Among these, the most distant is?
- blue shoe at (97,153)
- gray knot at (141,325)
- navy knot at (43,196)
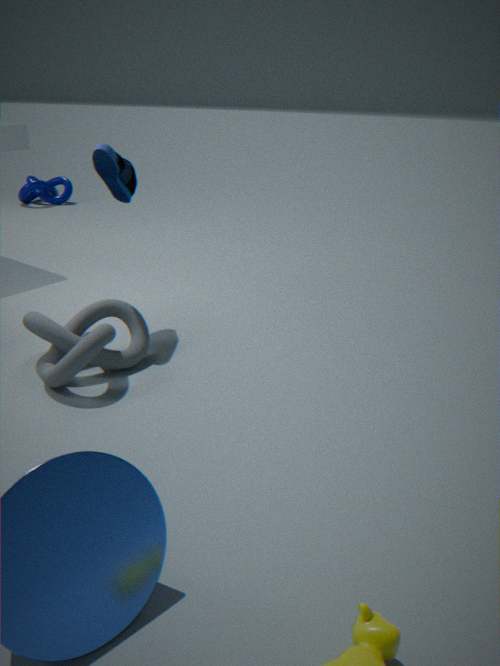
navy knot at (43,196)
